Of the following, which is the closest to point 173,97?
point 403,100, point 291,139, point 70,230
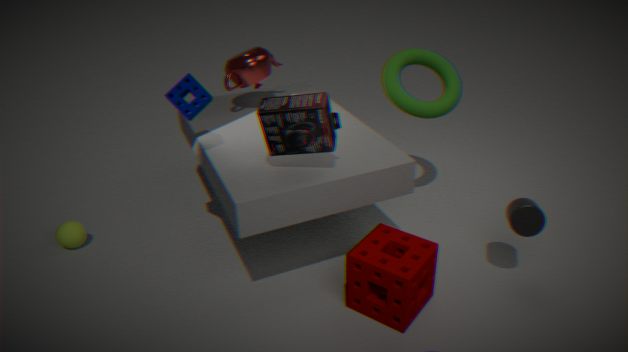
point 291,139
